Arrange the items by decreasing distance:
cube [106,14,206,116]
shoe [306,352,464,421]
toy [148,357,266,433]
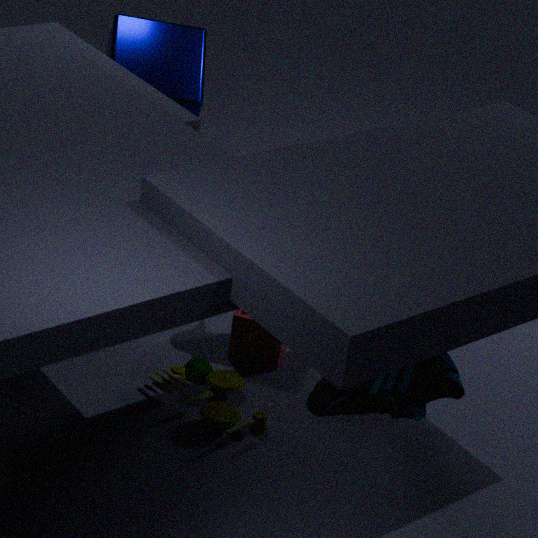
cube [106,14,206,116], toy [148,357,266,433], shoe [306,352,464,421]
